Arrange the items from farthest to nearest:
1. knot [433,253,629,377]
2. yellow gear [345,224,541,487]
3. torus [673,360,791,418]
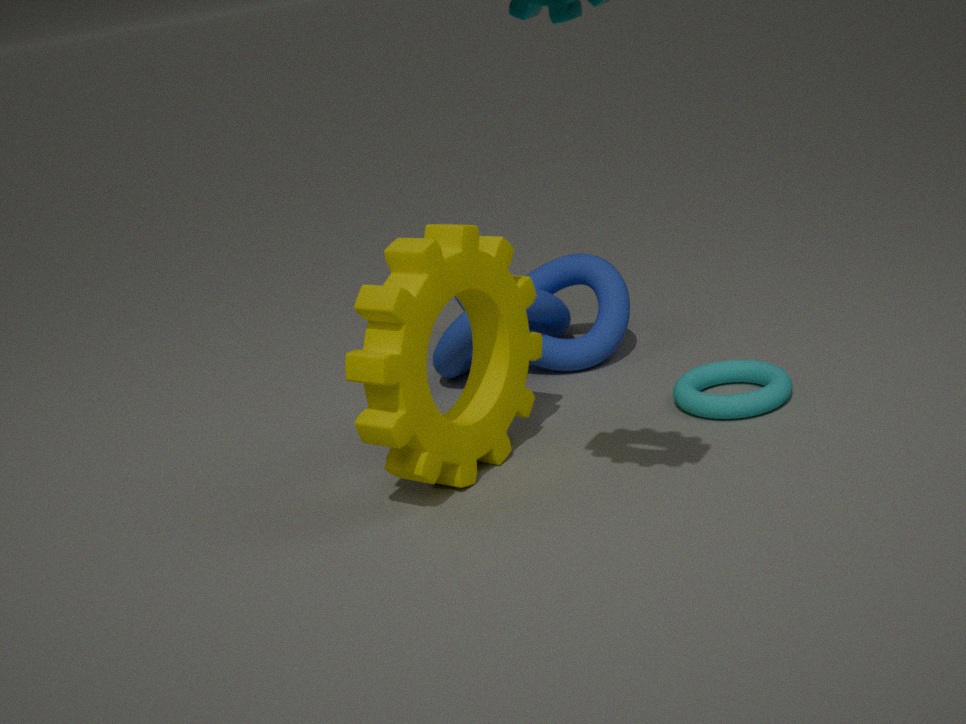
knot [433,253,629,377]
torus [673,360,791,418]
yellow gear [345,224,541,487]
